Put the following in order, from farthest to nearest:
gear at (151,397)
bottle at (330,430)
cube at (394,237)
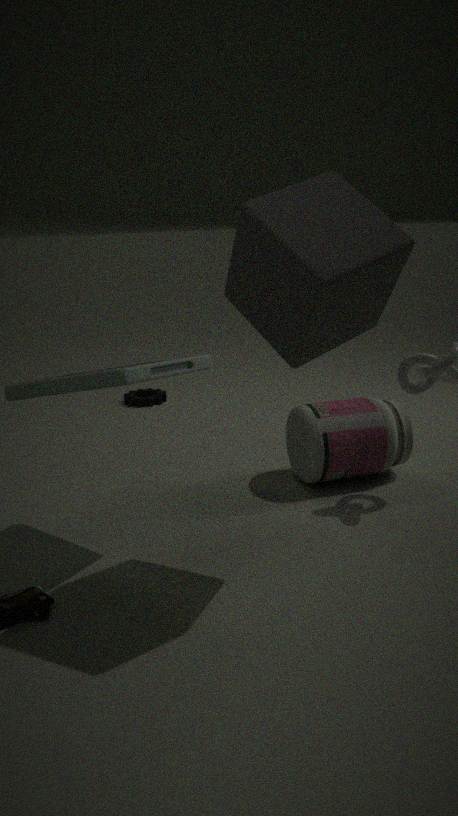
gear at (151,397), bottle at (330,430), cube at (394,237)
